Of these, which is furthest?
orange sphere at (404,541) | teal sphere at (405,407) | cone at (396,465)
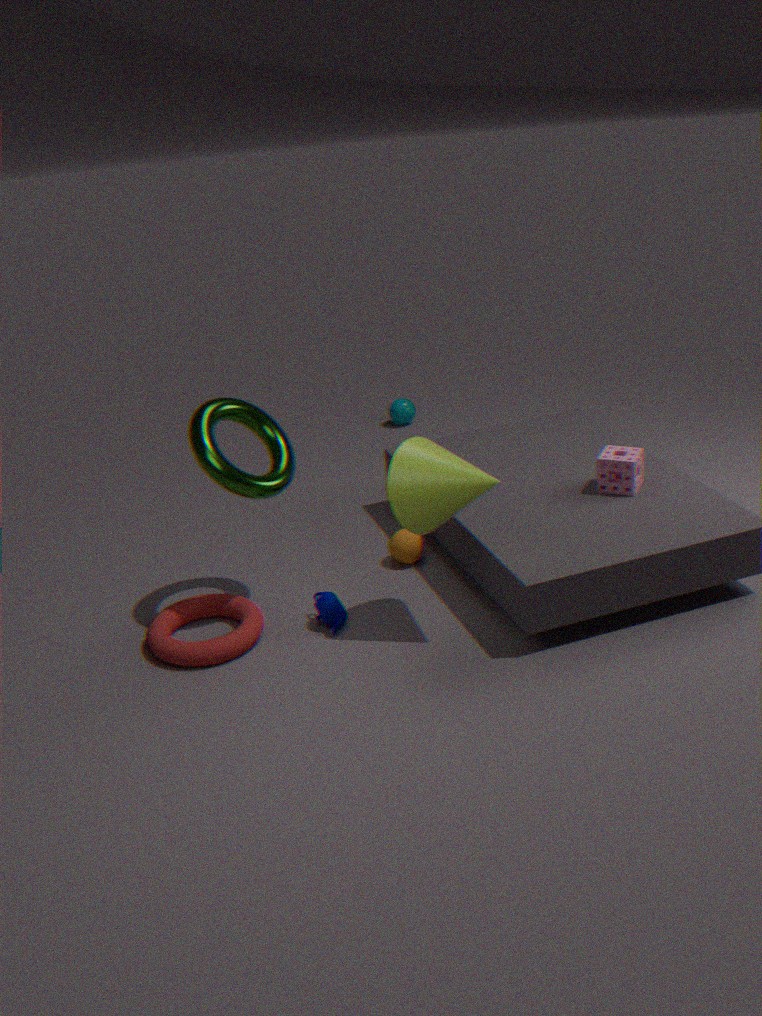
teal sphere at (405,407)
